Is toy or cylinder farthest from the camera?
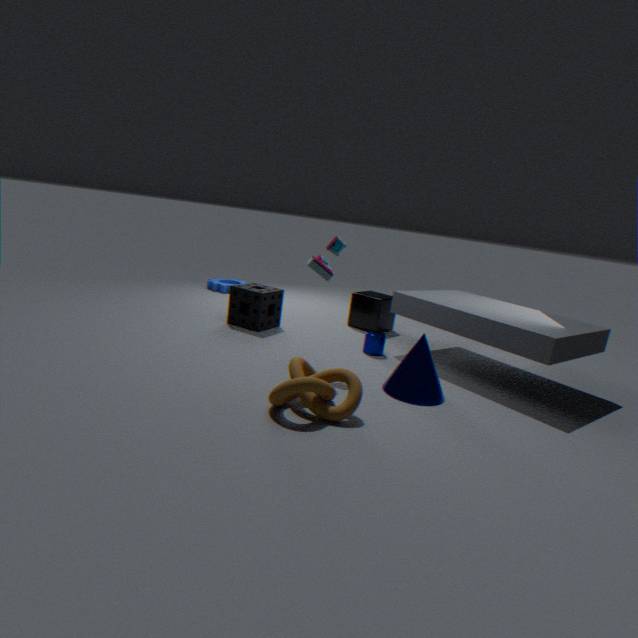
cylinder
